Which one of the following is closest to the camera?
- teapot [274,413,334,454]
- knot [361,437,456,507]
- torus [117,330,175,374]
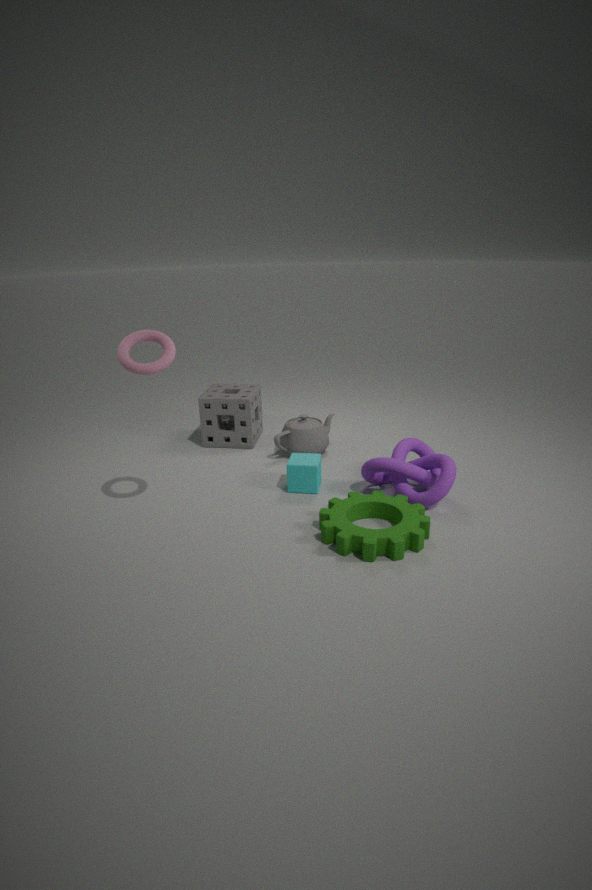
torus [117,330,175,374]
